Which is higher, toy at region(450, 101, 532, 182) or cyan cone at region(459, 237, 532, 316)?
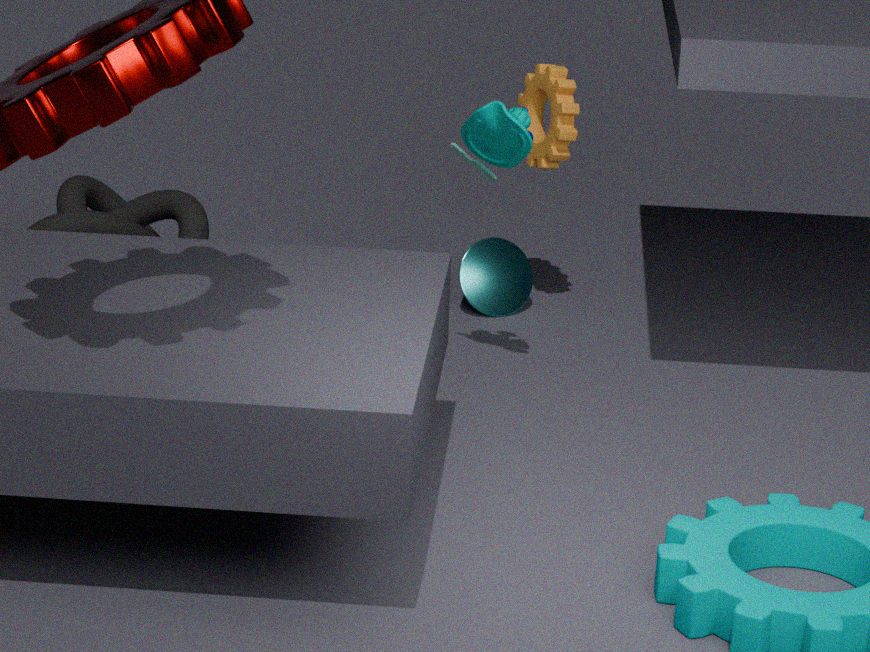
toy at region(450, 101, 532, 182)
